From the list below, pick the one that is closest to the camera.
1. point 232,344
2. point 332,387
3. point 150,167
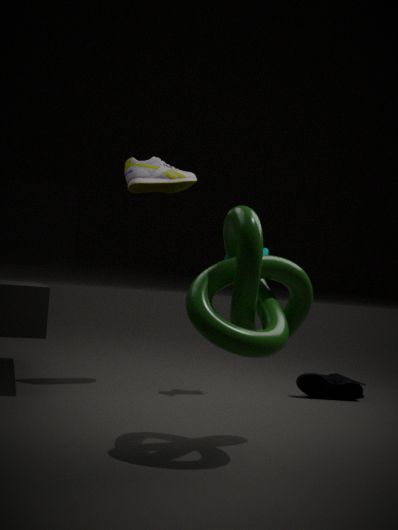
point 232,344
